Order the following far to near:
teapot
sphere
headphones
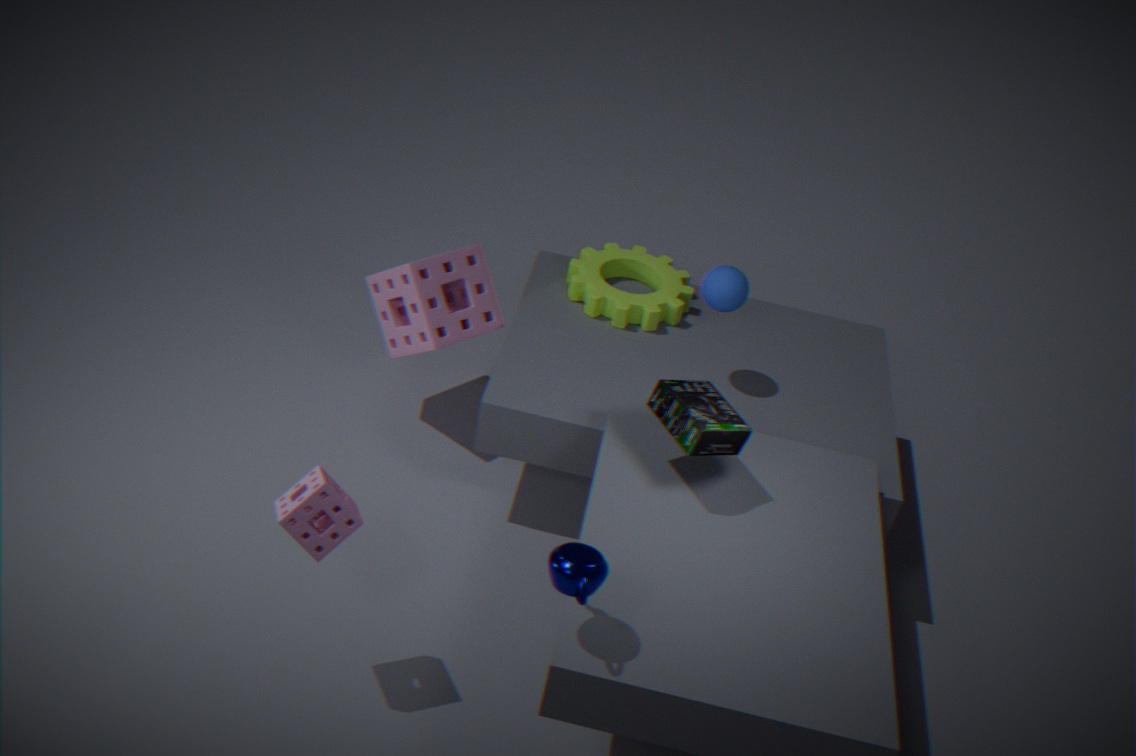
1. sphere
2. headphones
3. teapot
